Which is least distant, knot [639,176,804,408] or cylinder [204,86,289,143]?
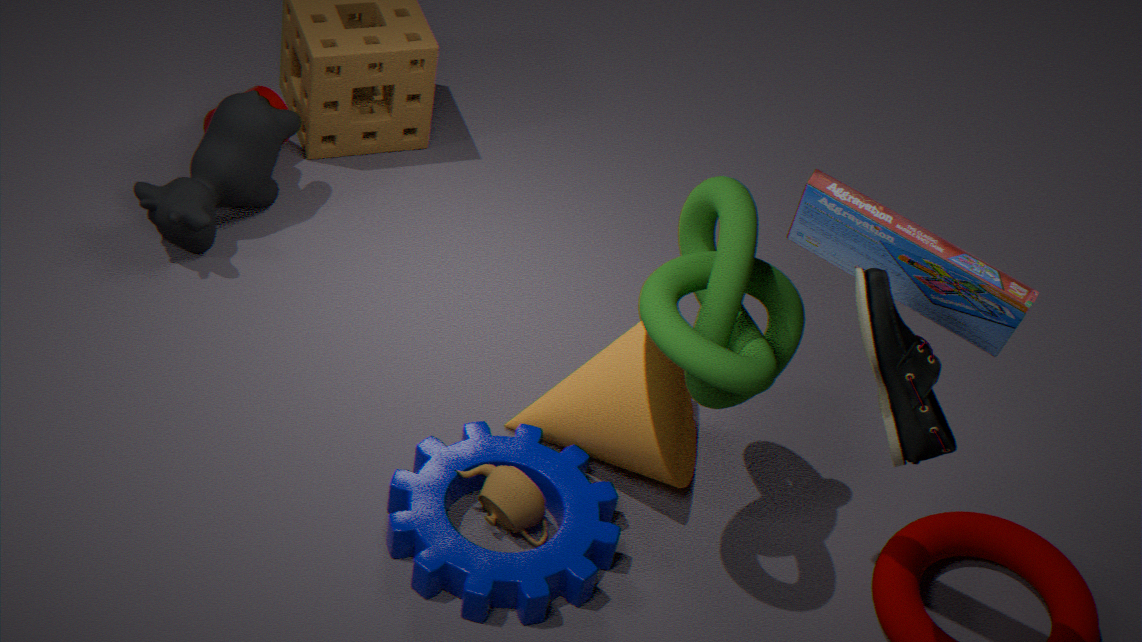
knot [639,176,804,408]
